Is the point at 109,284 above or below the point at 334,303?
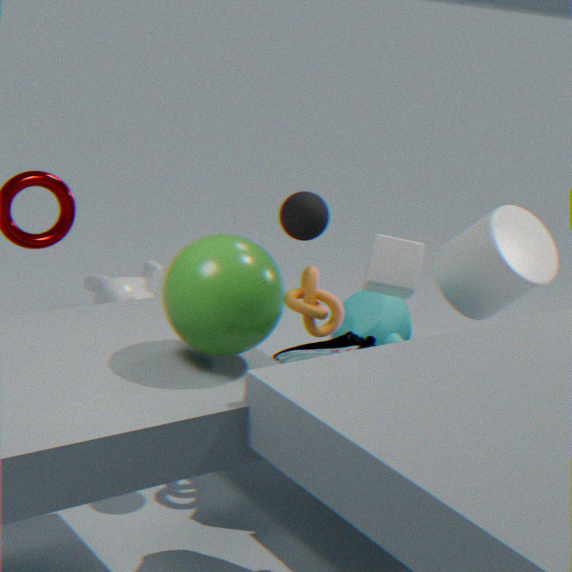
below
